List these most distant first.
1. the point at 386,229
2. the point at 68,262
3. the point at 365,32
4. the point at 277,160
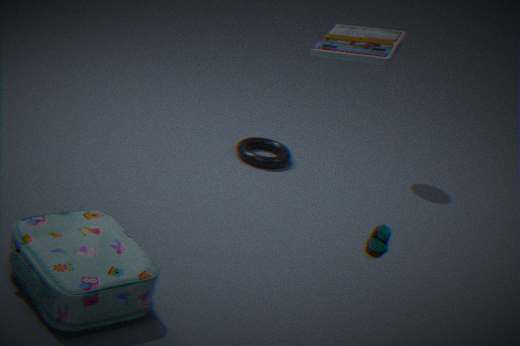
the point at 277,160 → the point at 386,229 → the point at 68,262 → the point at 365,32
